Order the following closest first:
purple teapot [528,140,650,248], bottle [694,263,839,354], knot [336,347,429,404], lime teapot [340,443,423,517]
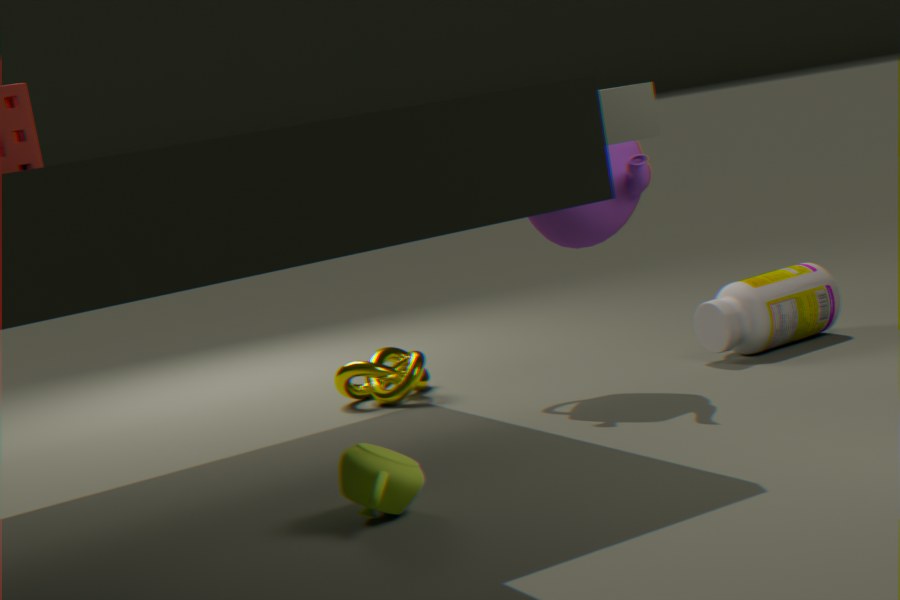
lime teapot [340,443,423,517] < purple teapot [528,140,650,248] < bottle [694,263,839,354] < knot [336,347,429,404]
